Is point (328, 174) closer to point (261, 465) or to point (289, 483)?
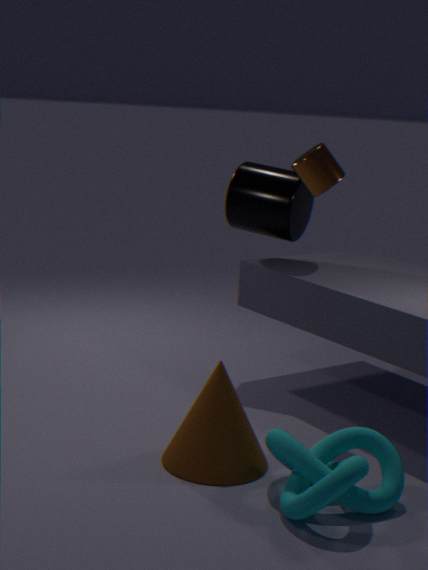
point (261, 465)
